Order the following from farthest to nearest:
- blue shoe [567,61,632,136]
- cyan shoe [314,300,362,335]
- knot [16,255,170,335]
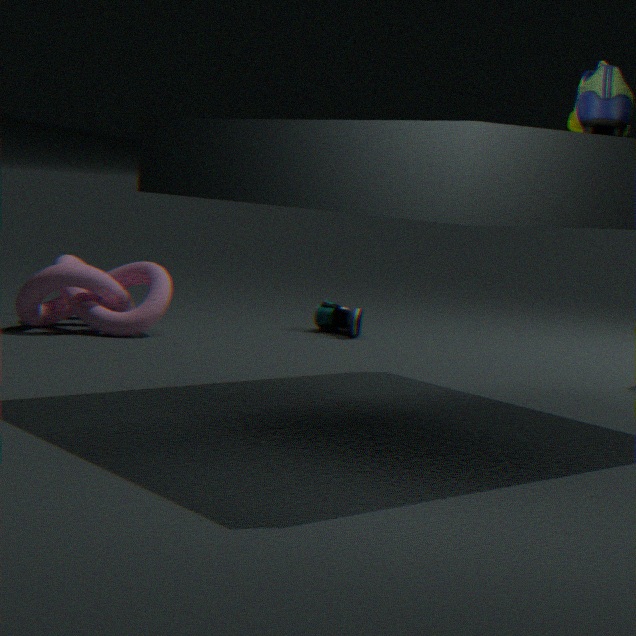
1. cyan shoe [314,300,362,335]
2. knot [16,255,170,335]
3. blue shoe [567,61,632,136]
